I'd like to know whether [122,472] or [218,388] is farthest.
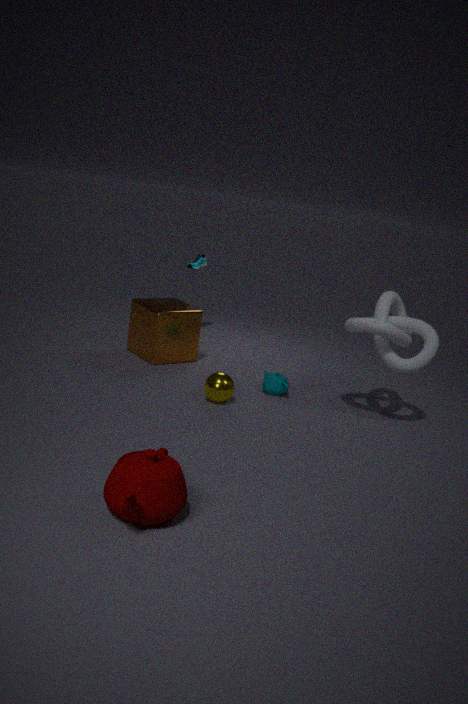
[218,388]
